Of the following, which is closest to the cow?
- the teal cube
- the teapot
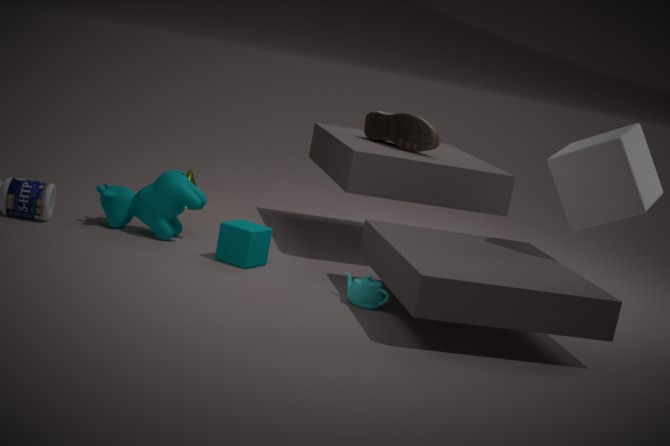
the teal cube
